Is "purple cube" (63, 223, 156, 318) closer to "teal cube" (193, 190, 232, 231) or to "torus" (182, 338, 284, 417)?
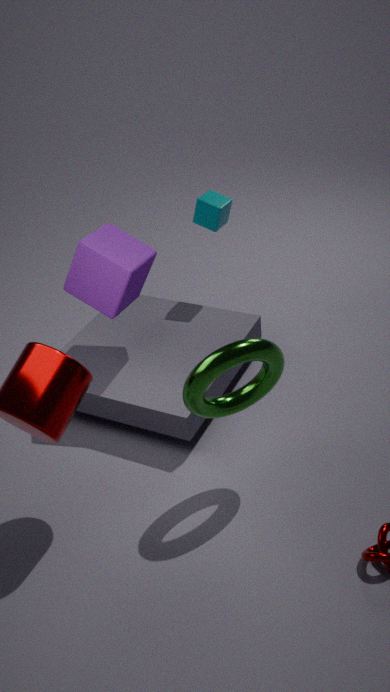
"teal cube" (193, 190, 232, 231)
